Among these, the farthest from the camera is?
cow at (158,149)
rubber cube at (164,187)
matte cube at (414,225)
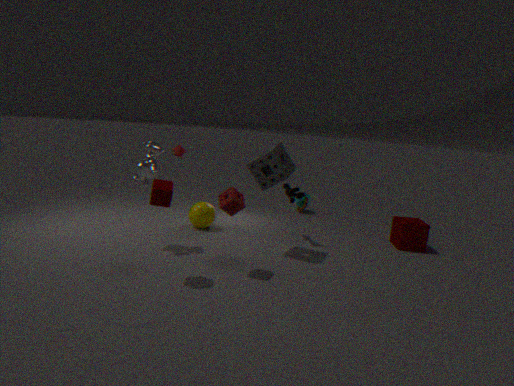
matte cube at (414,225)
